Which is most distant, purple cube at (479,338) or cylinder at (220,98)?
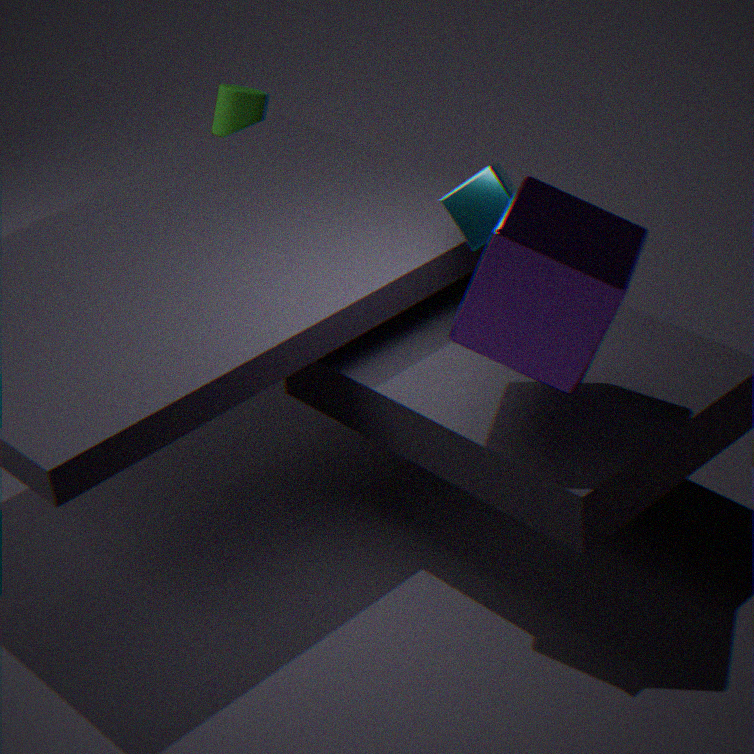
cylinder at (220,98)
